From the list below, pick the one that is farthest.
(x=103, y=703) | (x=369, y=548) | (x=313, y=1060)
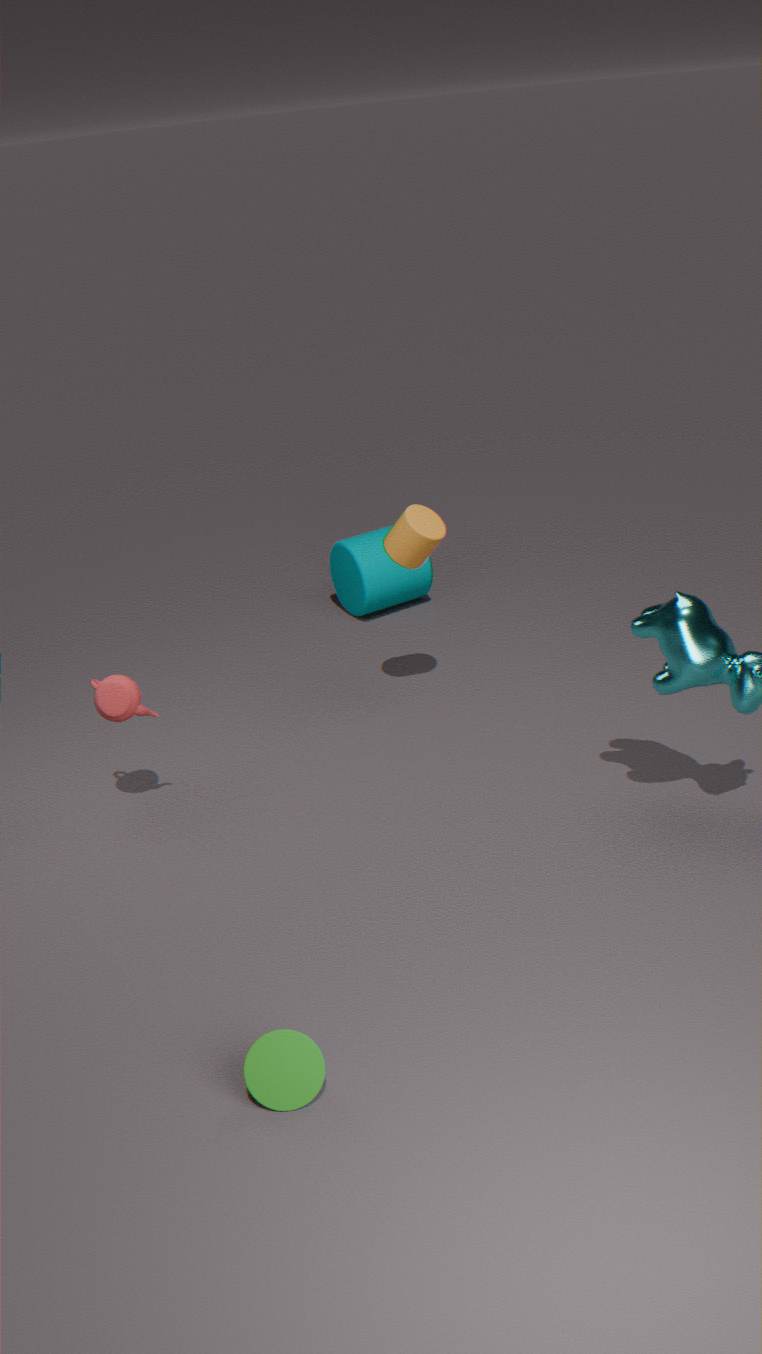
(x=369, y=548)
